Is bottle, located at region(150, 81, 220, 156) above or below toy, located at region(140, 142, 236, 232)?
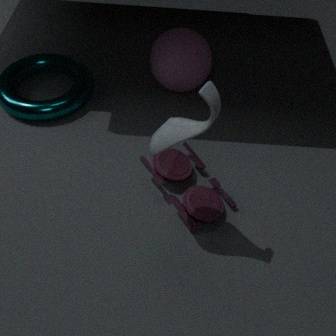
above
